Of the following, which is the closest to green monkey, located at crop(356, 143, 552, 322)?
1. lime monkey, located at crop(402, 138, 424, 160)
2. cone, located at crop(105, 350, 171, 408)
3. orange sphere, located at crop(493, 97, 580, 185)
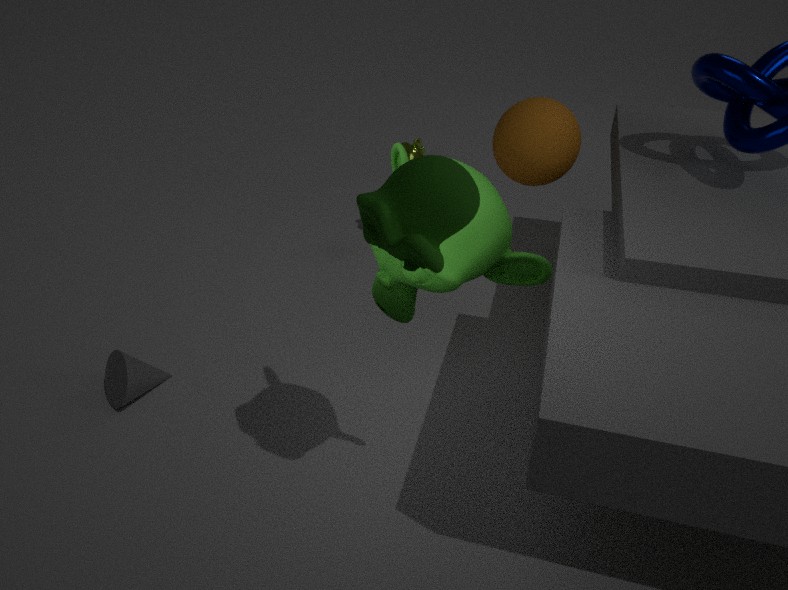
orange sphere, located at crop(493, 97, 580, 185)
